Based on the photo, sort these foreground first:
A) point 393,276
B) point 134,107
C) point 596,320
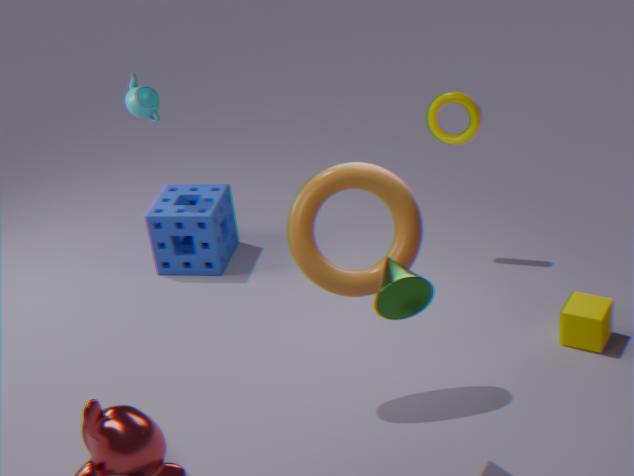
point 393,276, point 596,320, point 134,107
